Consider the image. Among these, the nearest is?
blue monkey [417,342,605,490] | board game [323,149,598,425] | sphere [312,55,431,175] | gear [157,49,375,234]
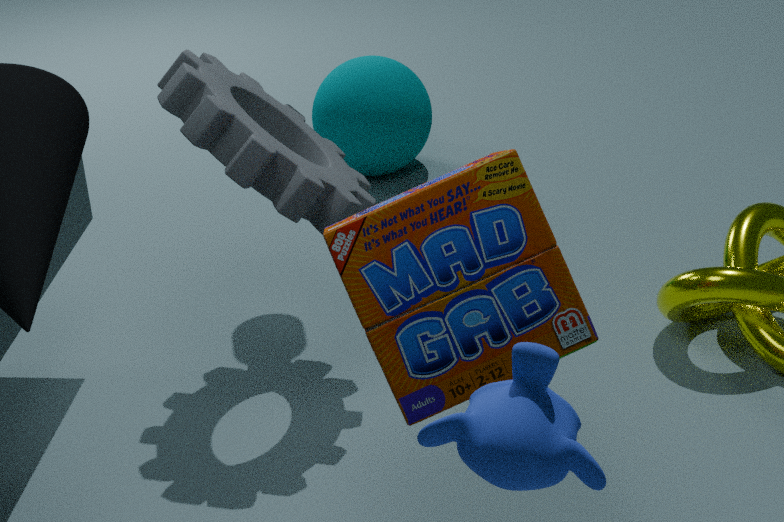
blue monkey [417,342,605,490]
